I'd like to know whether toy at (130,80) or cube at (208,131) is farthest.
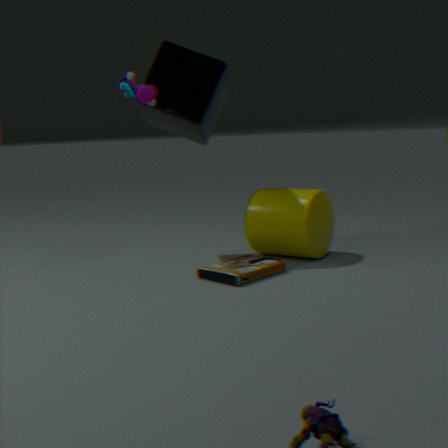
cube at (208,131)
